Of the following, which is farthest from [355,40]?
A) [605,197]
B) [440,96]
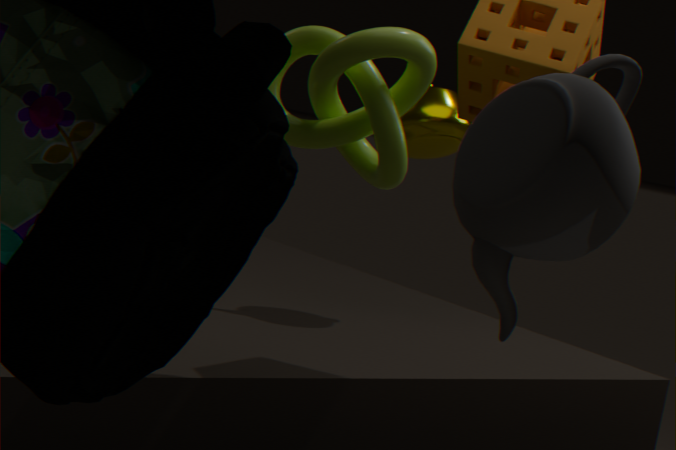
[605,197]
